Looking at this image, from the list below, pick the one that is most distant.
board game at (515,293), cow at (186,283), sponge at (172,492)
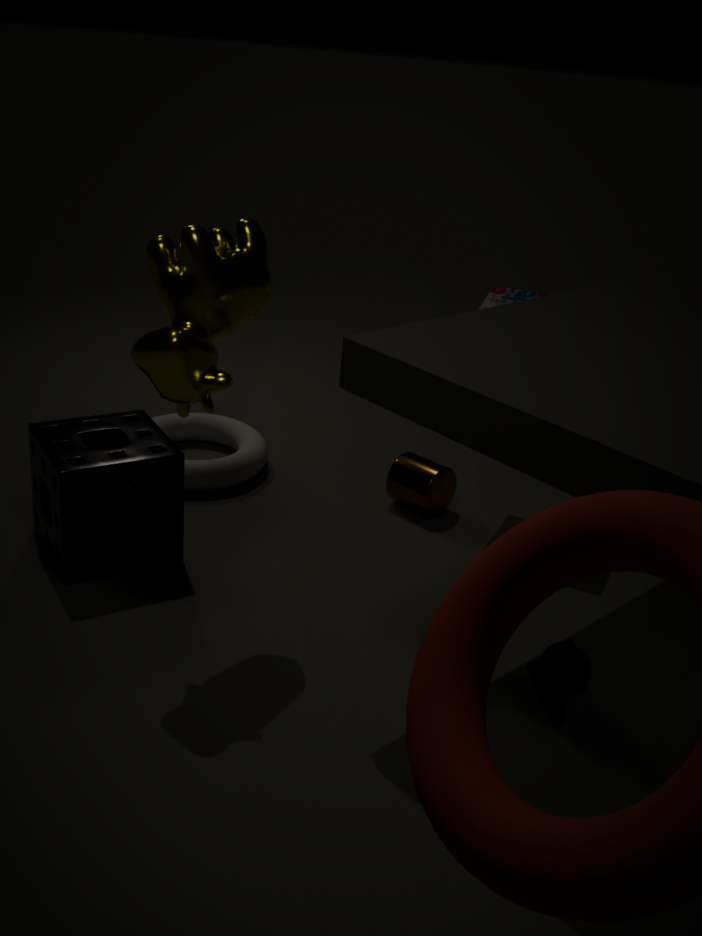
board game at (515,293)
